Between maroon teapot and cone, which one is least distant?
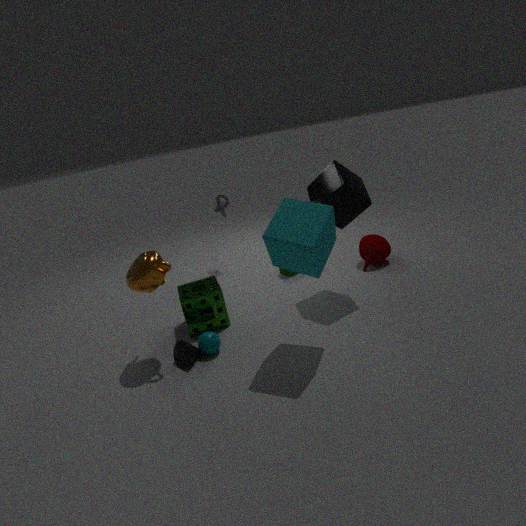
cone
